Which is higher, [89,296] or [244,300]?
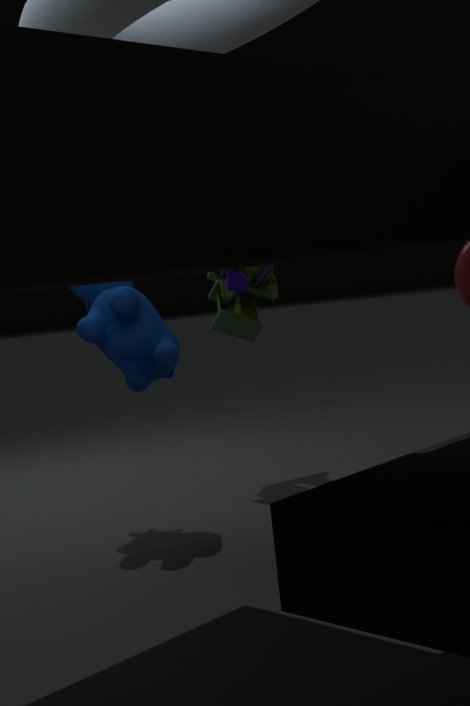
[244,300]
